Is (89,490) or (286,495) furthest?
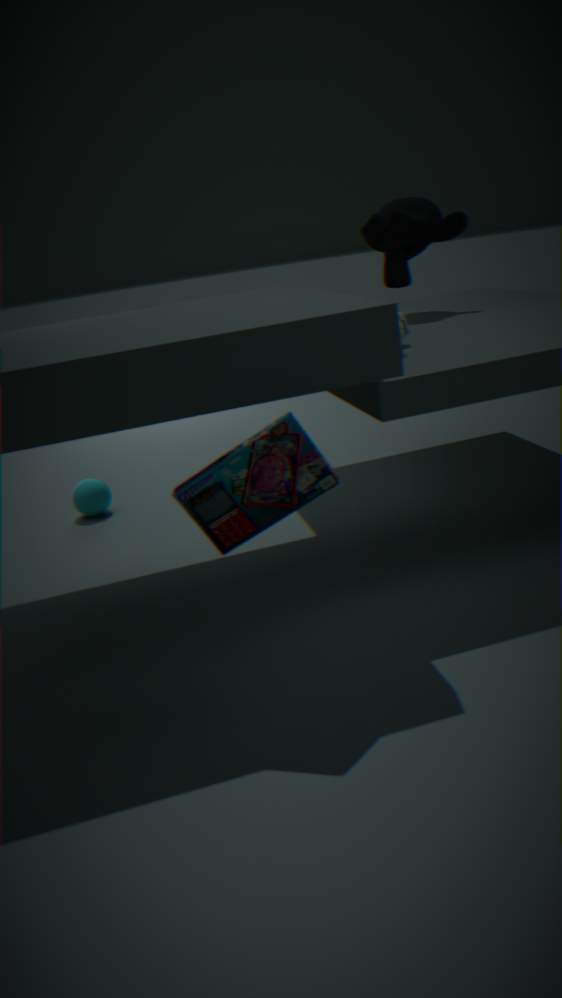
(89,490)
